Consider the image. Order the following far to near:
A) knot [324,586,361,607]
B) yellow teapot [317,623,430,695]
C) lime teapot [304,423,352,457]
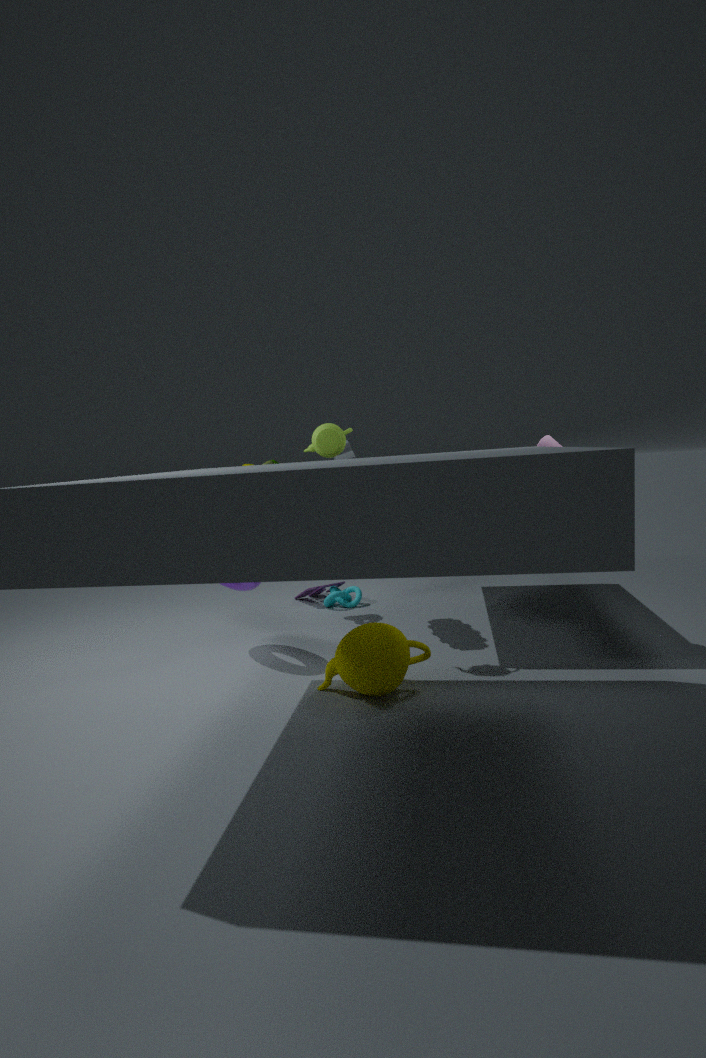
1. knot [324,586,361,607]
2. lime teapot [304,423,352,457]
3. yellow teapot [317,623,430,695]
